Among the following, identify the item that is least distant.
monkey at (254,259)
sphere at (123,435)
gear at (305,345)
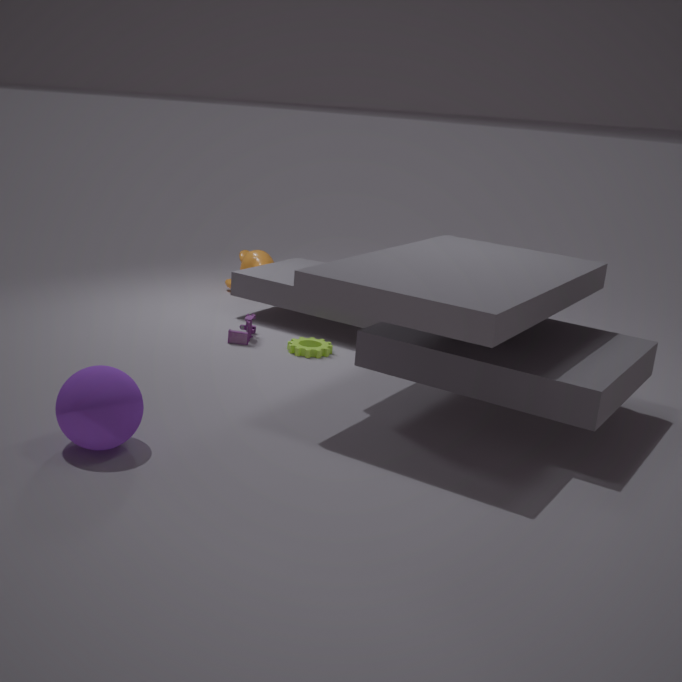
sphere at (123,435)
